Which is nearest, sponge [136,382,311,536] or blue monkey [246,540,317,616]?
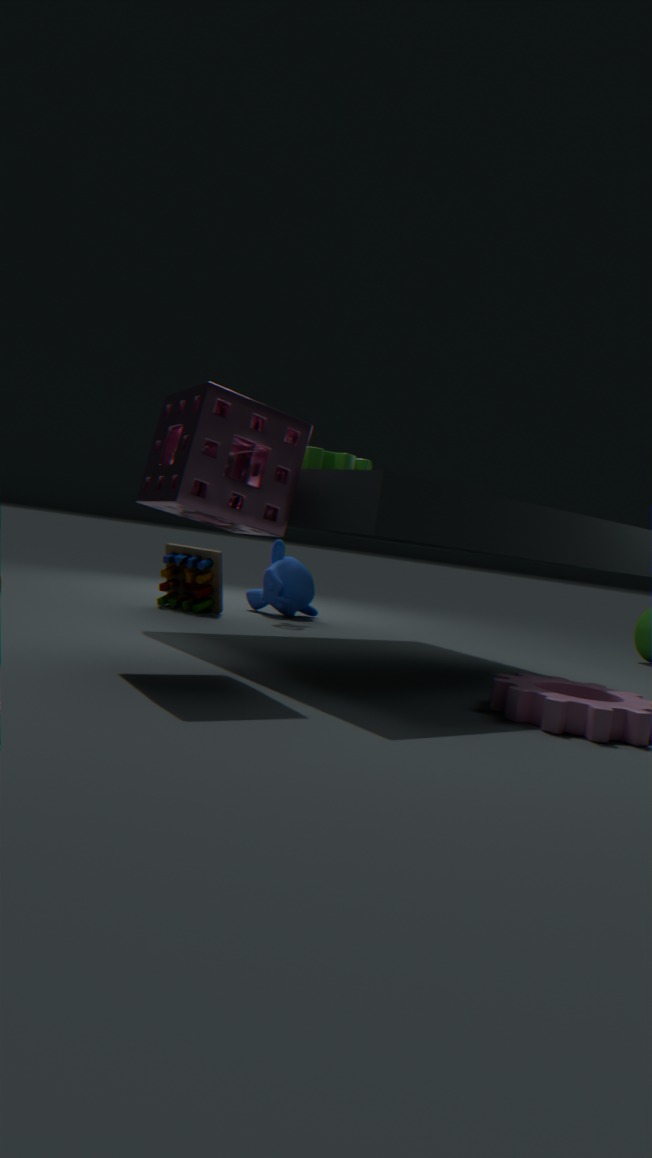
sponge [136,382,311,536]
